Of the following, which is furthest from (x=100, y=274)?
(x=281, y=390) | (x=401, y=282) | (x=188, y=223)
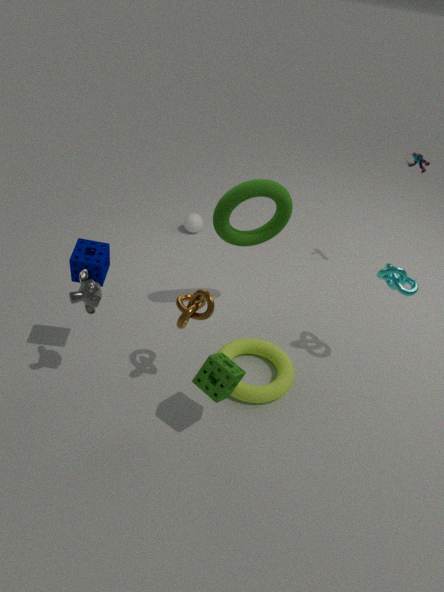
(x=188, y=223)
